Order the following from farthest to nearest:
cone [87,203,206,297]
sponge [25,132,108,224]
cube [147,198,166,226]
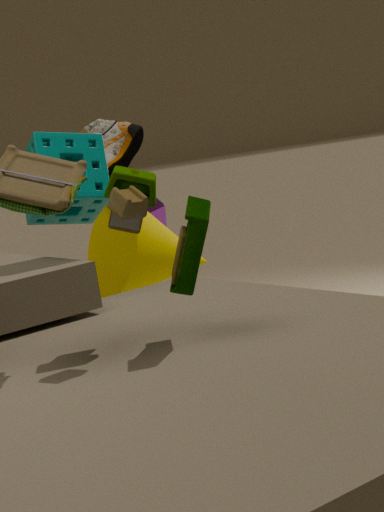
1. cube [147,198,166,226]
2. cone [87,203,206,297]
3. sponge [25,132,108,224]
